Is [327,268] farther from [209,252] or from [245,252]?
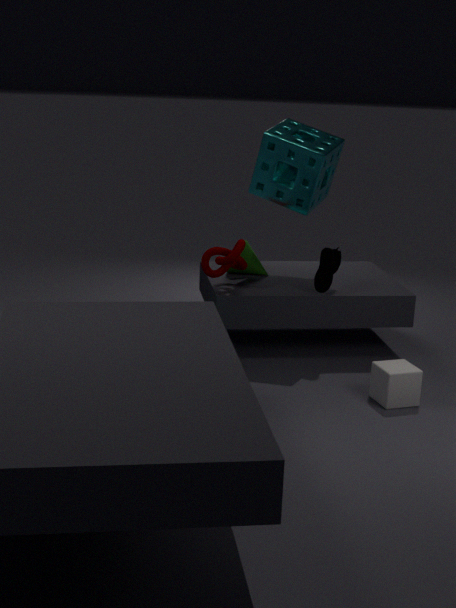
[245,252]
